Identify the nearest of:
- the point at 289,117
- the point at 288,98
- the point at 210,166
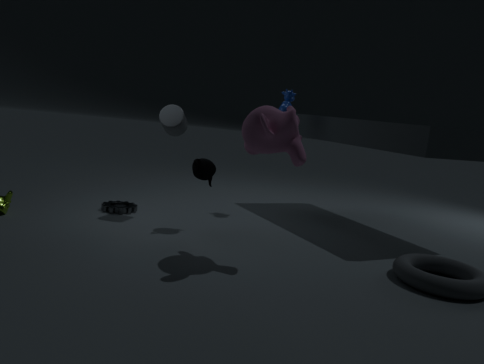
the point at 289,117
